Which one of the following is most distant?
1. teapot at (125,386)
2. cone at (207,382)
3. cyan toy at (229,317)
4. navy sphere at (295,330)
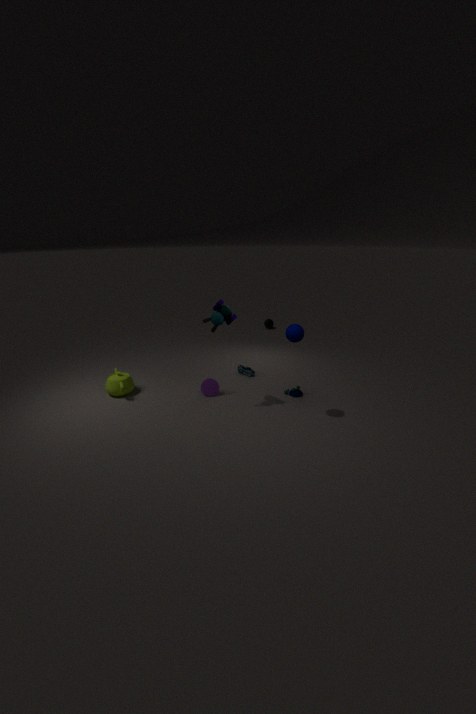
cone at (207,382)
